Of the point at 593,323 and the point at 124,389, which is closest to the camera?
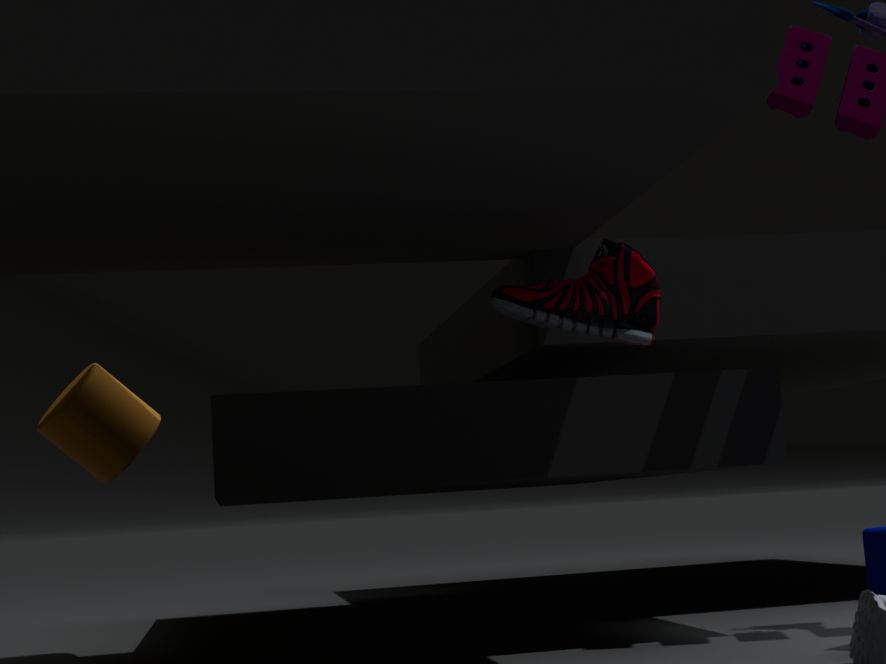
the point at 593,323
